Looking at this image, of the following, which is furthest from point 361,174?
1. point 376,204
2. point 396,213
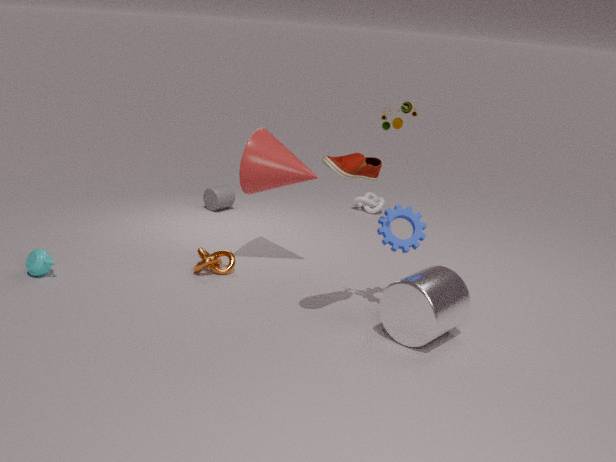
point 376,204
